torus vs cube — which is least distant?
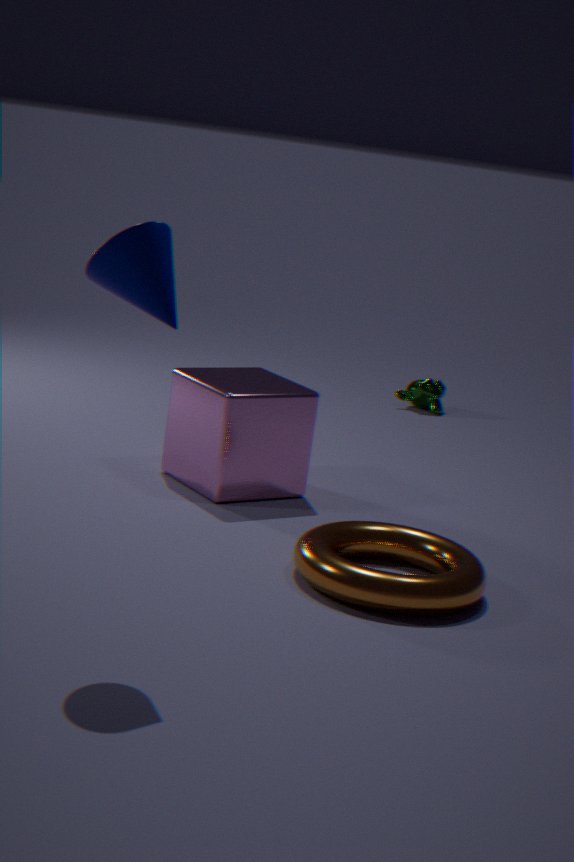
torus
